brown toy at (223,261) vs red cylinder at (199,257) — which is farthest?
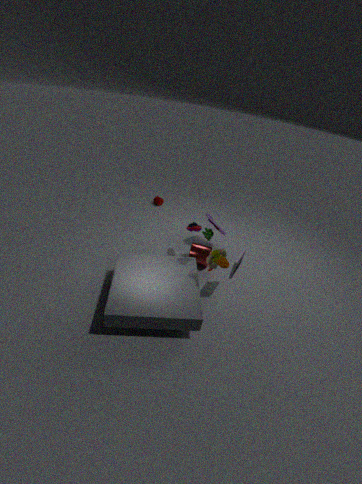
red cylinder at (199,257)
